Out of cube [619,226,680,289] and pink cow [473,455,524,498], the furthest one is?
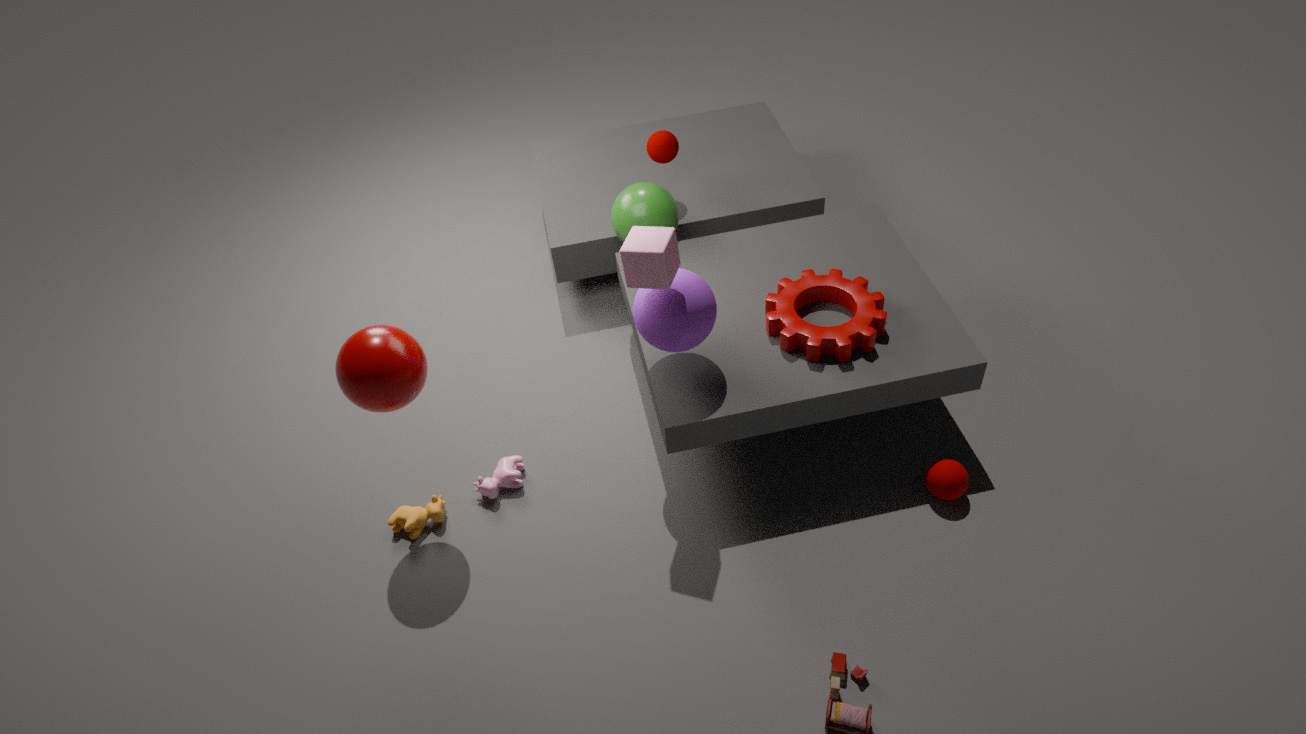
pink cow [473,455,524,498]
